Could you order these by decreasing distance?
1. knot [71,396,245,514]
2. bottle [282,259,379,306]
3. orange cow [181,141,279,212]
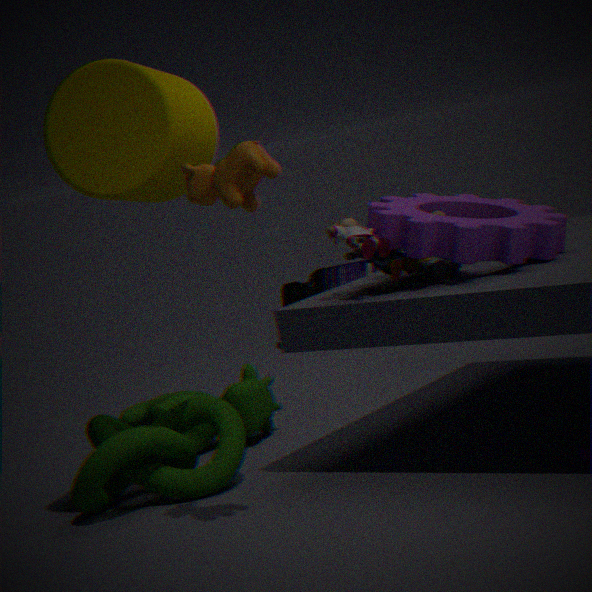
bottle [282,259,379,306] → knot [71,396,245,514] → orange cow [181,141,279,212]
